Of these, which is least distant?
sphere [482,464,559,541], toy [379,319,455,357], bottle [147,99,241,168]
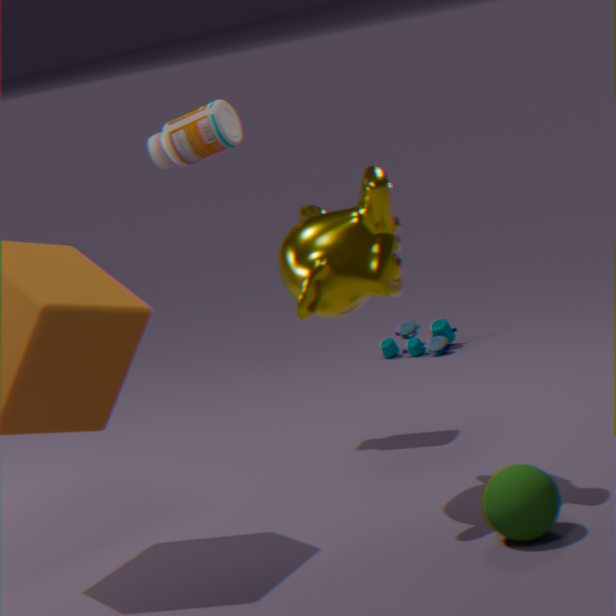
sphere [482,464,559,541]
